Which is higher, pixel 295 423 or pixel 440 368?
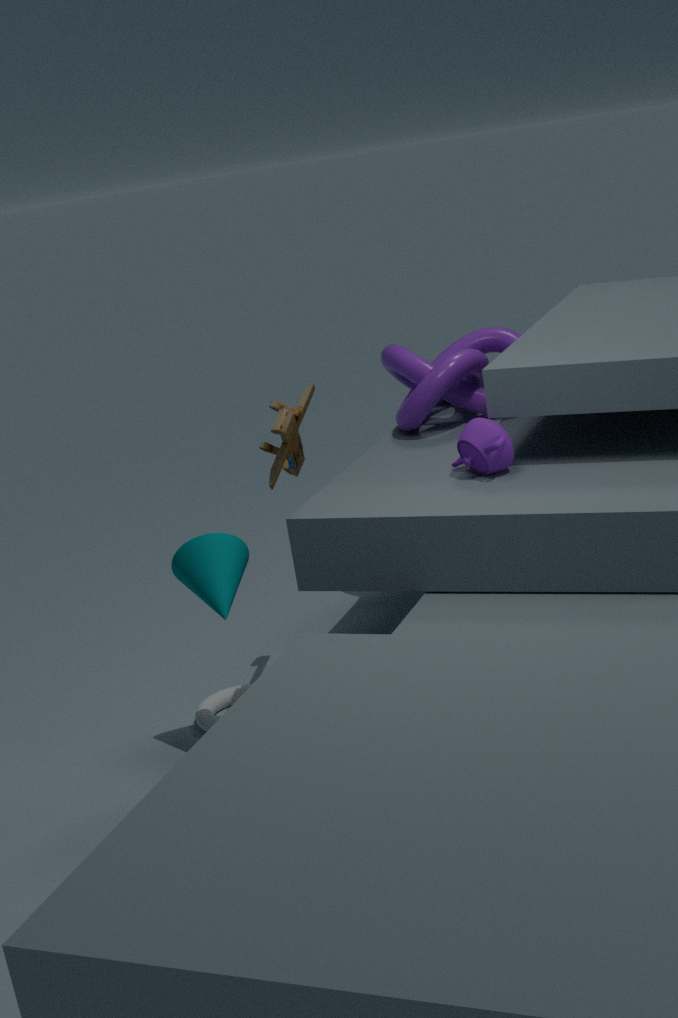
pixel 295 423
